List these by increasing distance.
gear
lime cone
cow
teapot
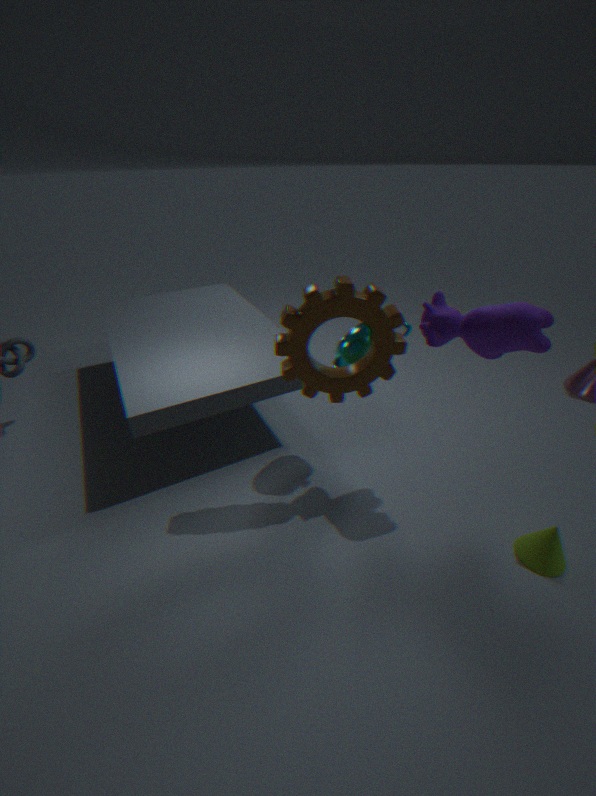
1. cow
2. gear
3. lime cone
4. teapot
